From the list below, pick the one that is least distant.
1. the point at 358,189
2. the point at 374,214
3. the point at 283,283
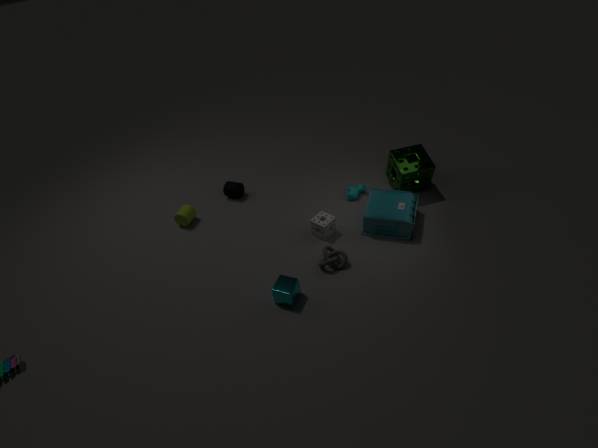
the point at 283,283
